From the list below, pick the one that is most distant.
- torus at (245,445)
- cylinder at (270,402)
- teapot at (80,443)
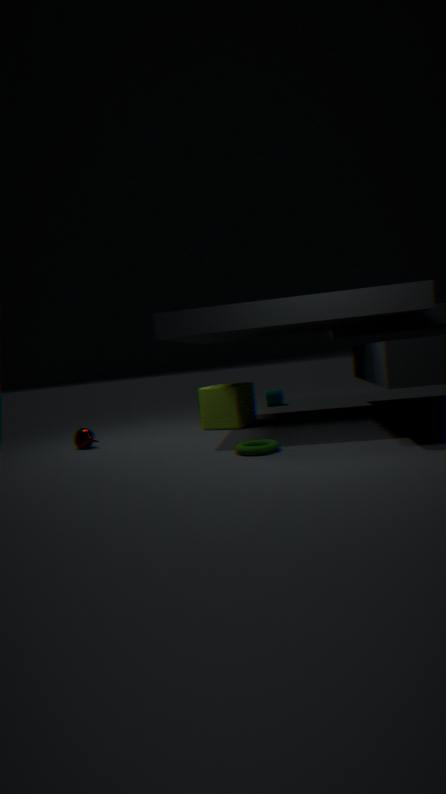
cylinder at (270,402)
